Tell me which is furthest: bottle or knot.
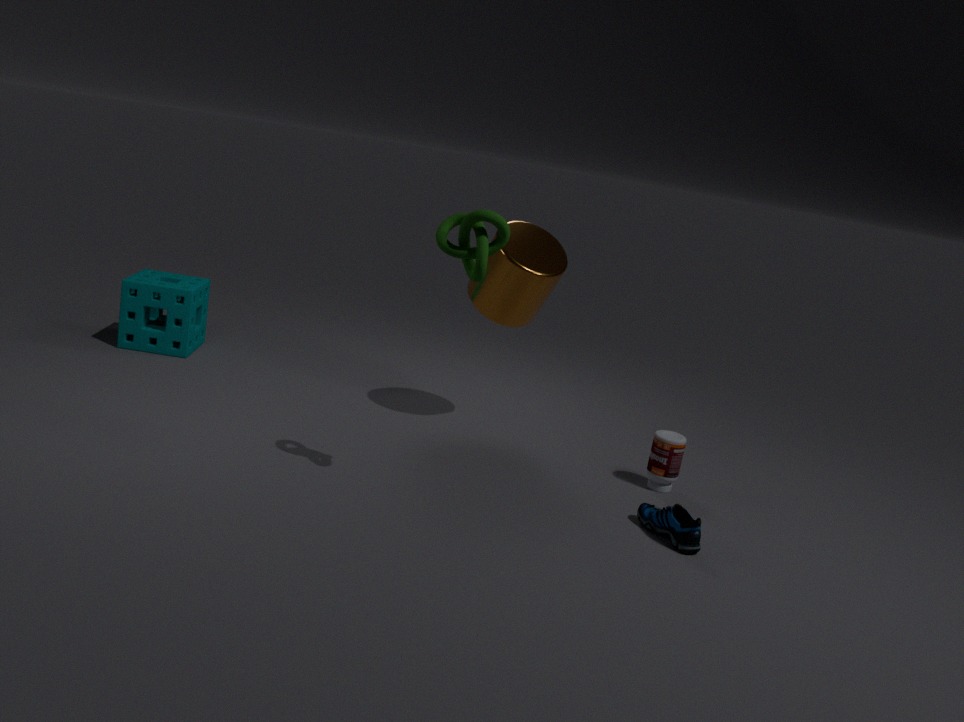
bottle
